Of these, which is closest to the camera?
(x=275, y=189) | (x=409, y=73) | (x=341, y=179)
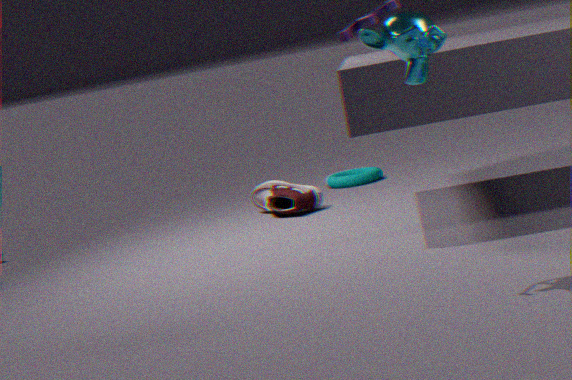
(x=409, y=73)
